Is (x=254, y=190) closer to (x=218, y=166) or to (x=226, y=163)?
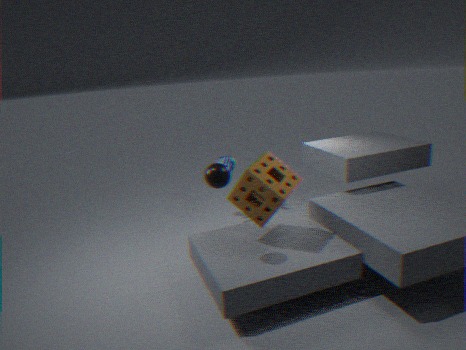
(x=218, y=166)
